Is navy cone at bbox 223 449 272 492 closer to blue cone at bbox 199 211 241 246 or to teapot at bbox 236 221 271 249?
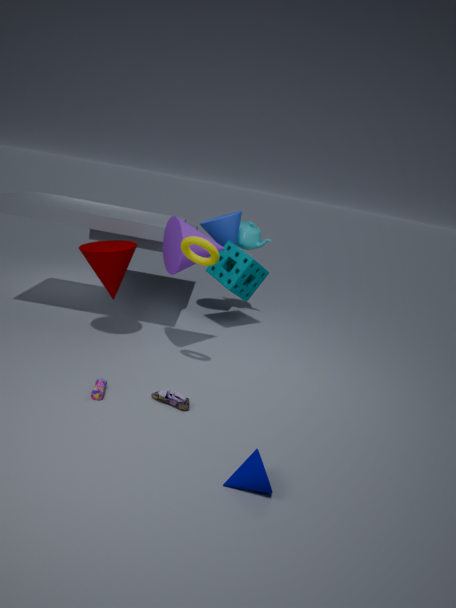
blue cone at bbox 199 211 241 246
